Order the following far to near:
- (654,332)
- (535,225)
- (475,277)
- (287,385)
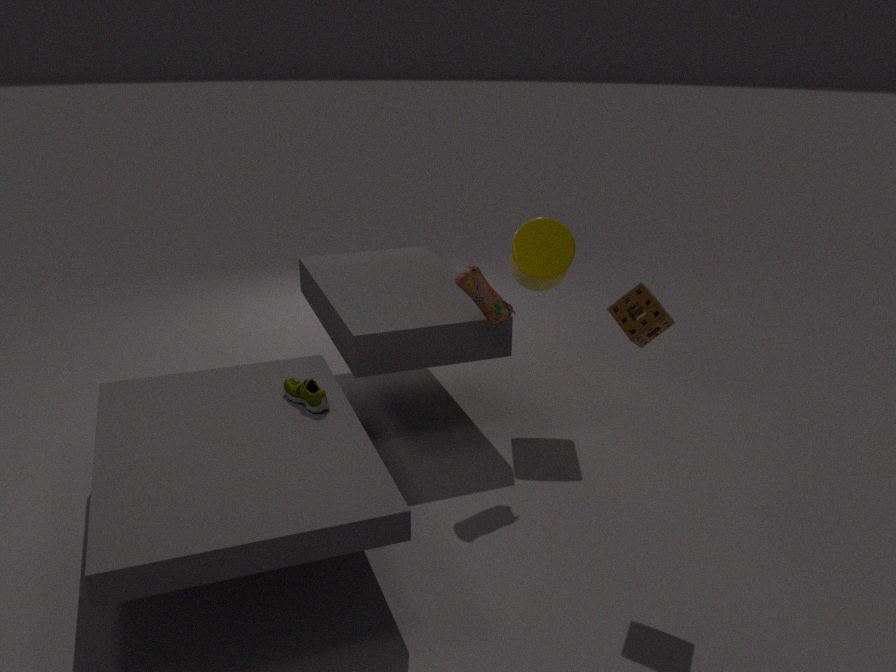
(535,225) < (475,277) < (287,385) < (654,332)
